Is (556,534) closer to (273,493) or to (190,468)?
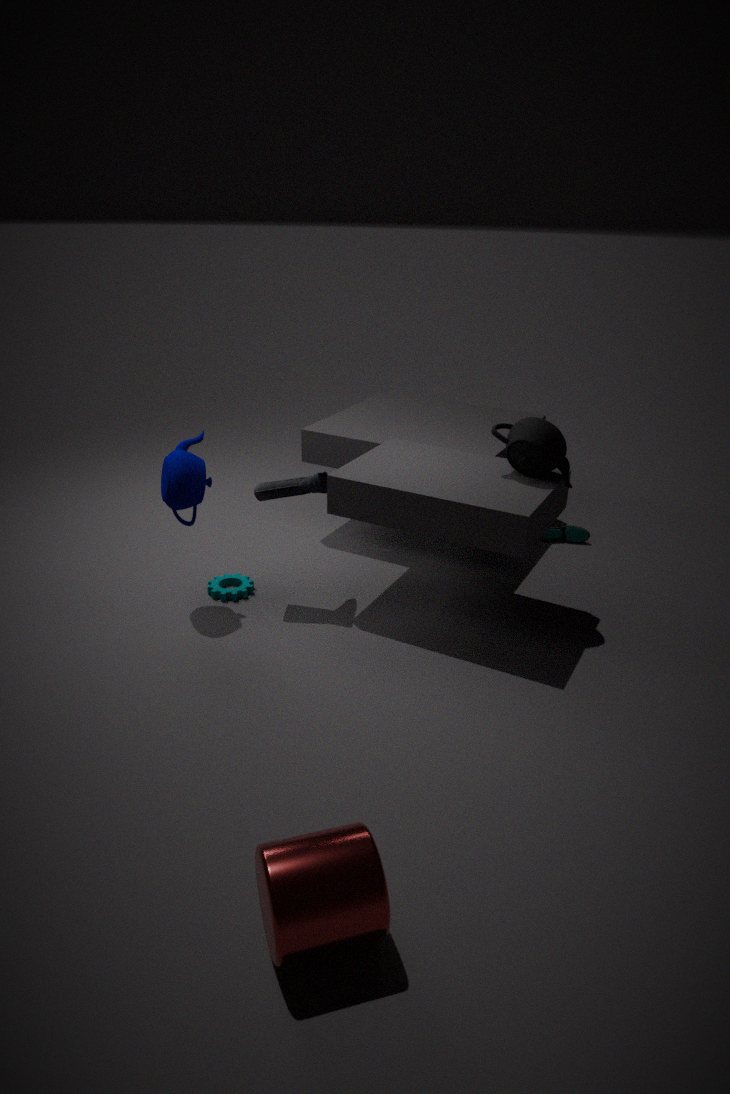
(273,493)
